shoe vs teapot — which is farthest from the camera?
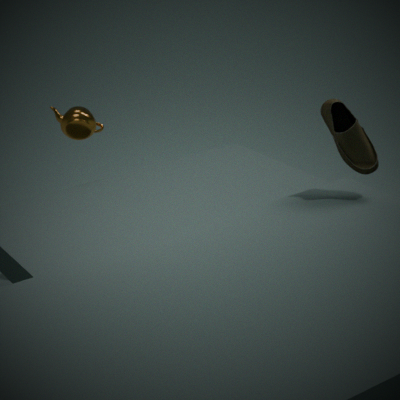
teapot
